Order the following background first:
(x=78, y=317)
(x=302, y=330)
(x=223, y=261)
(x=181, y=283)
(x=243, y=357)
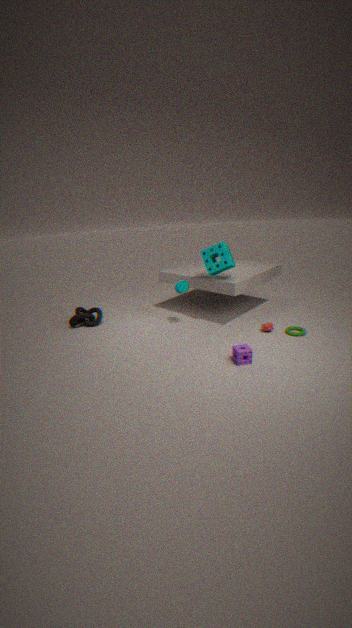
(x=78, y=317), (x=181, y=283), (x=223, y=261), (x=302, y=330), (x=243, y=357)
